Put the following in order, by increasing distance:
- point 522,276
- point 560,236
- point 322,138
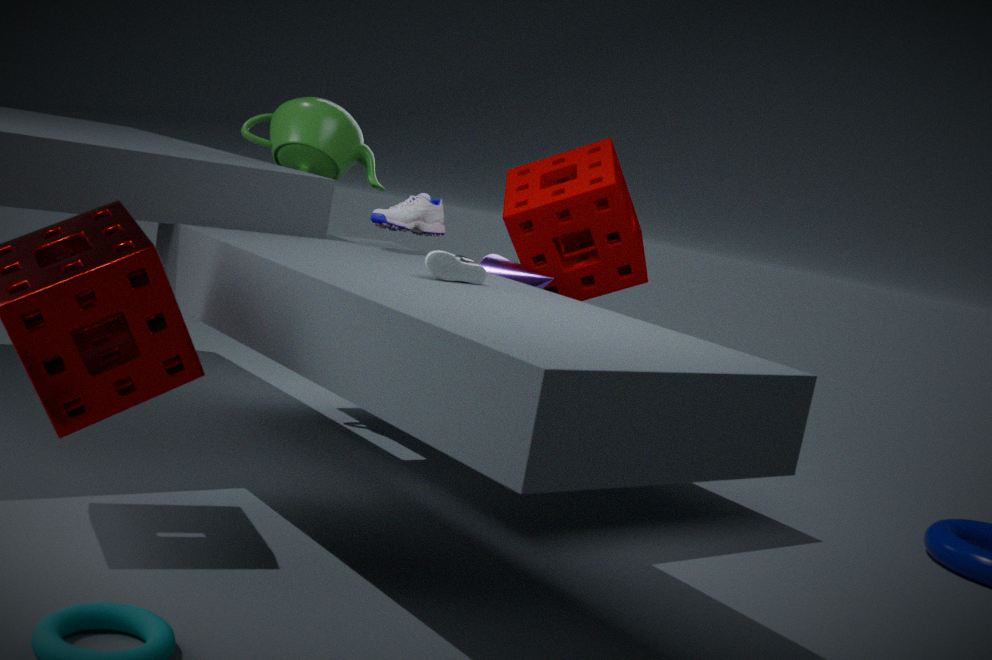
point 522,276
point 560,236
point 322,138
